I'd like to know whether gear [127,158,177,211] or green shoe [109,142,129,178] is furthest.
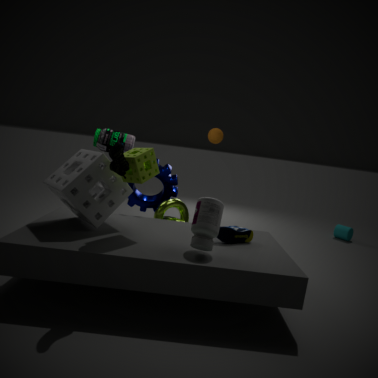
gear [127,158,177,211]
